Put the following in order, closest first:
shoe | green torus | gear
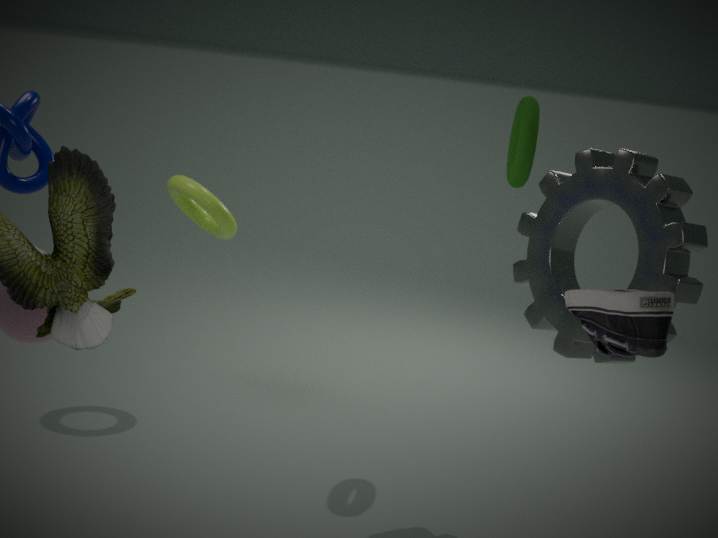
shoe < gear < green torus
